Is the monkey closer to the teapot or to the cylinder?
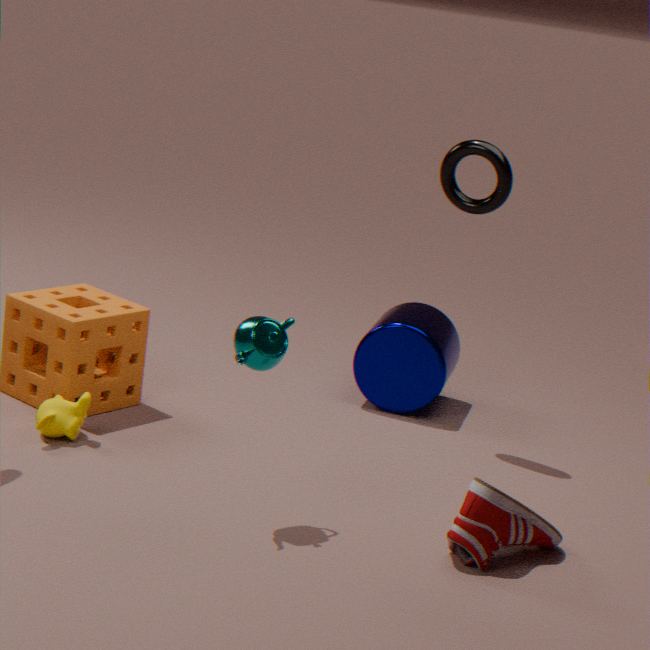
the teapot
